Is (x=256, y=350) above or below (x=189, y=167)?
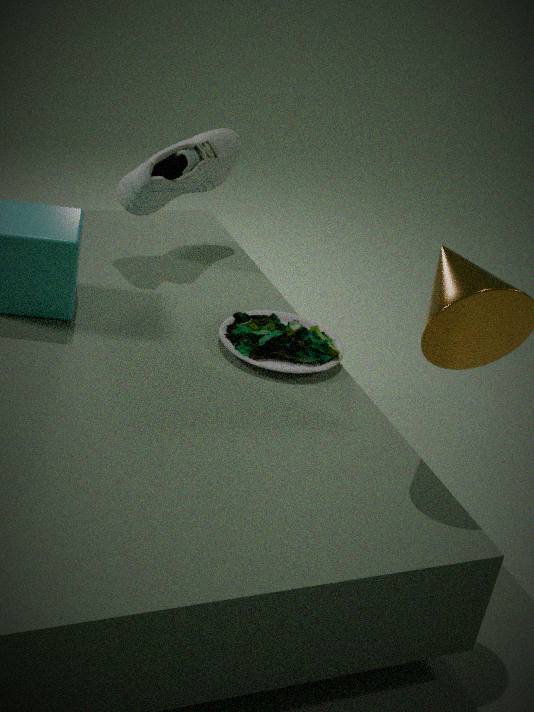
below
